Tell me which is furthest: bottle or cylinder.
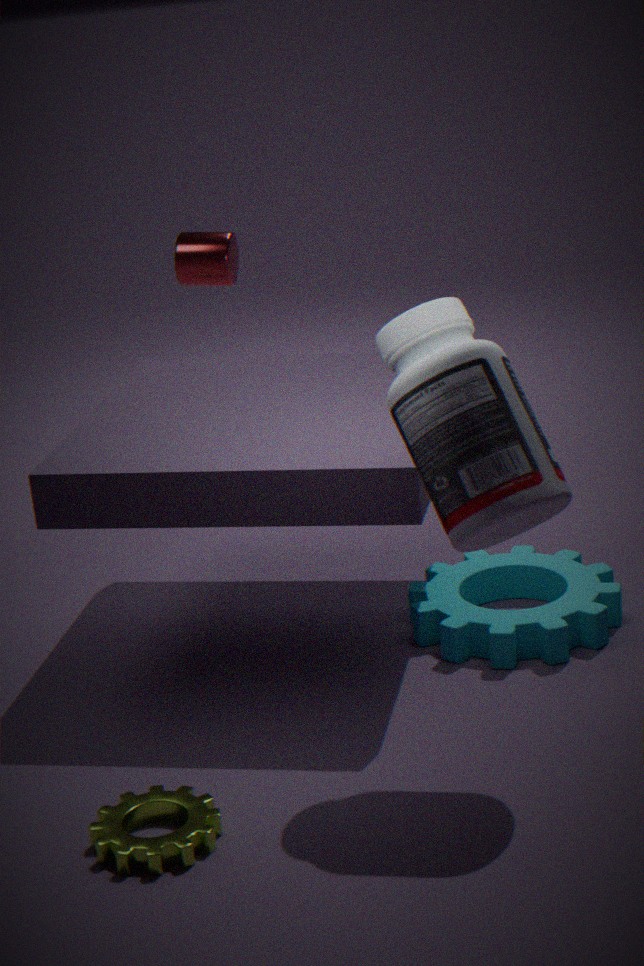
cylinder
